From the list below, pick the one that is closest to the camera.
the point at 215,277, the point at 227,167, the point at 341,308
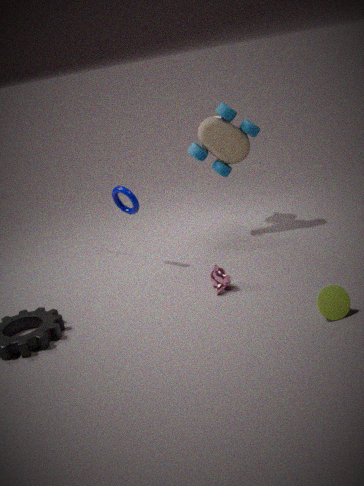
the point at 341,308
